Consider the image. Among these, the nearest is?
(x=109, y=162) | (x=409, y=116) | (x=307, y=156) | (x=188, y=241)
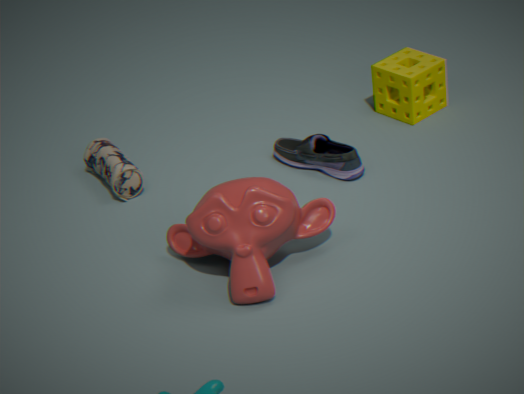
(x=188, y=241)
